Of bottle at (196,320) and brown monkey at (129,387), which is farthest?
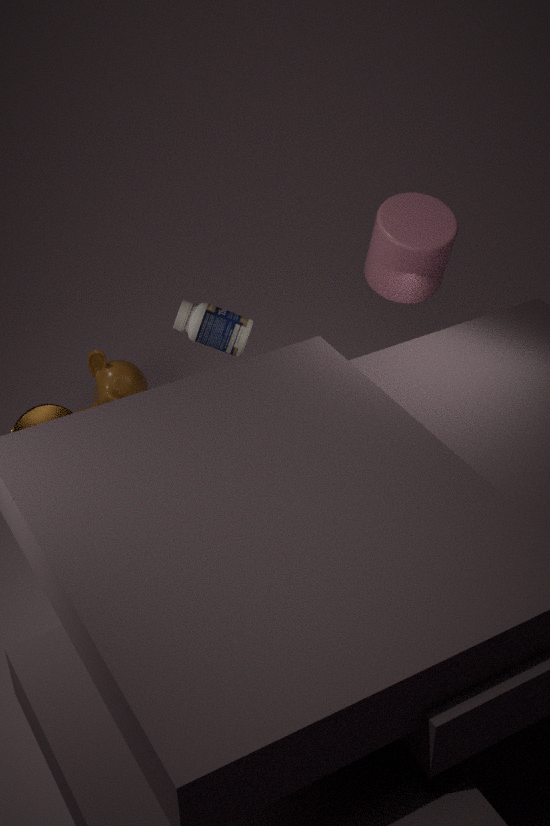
brown monkey at (129,387)
